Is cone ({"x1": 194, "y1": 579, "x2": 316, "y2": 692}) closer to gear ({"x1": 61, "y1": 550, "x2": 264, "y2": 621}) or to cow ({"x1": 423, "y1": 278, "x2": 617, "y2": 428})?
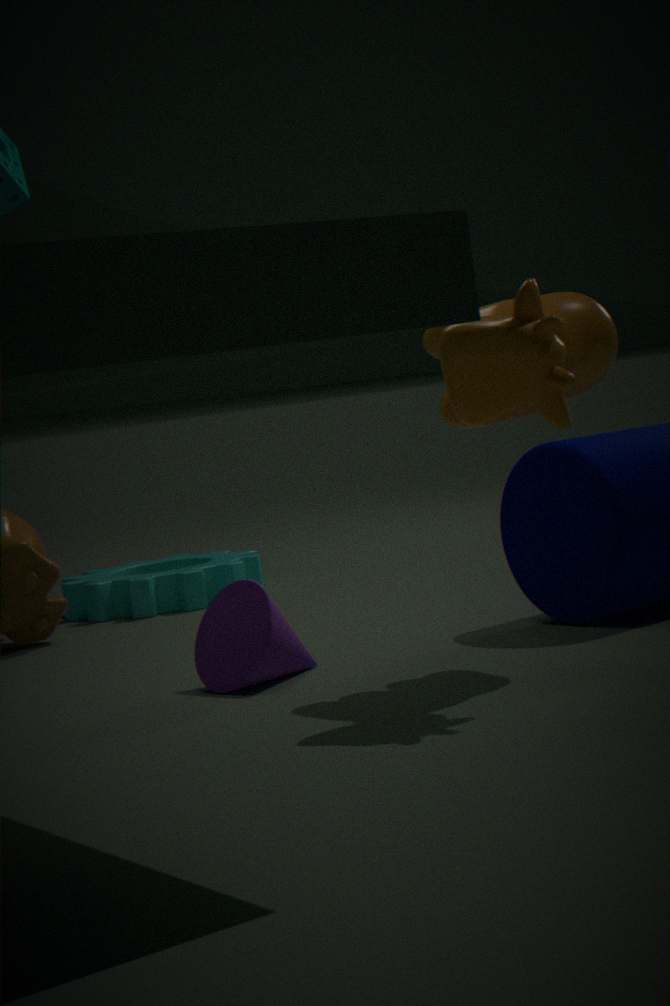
cow ({"x1": 423, "y1": 278, "x2": 617, "y2": 428})
